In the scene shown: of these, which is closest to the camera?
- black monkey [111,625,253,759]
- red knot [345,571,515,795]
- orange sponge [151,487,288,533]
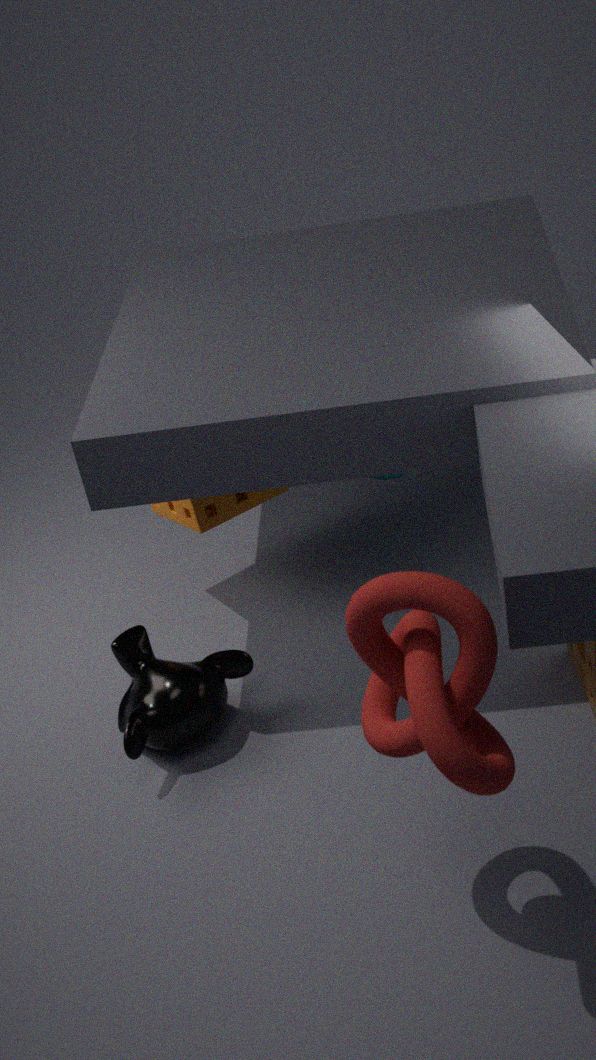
red knot [345,571,515,795]
